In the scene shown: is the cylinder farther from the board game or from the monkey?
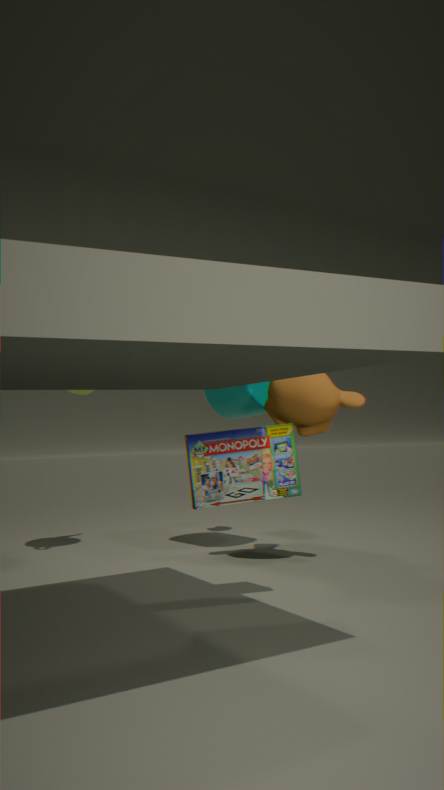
the board game
